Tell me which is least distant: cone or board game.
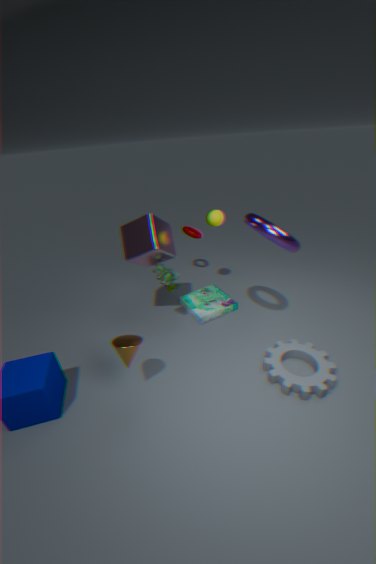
cone
